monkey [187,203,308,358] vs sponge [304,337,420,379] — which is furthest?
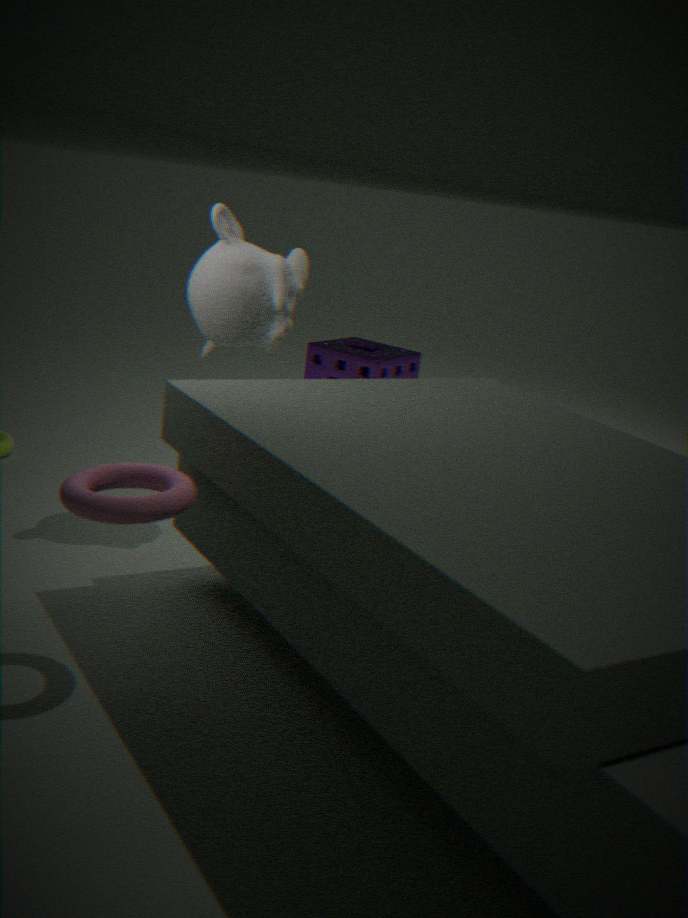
sponge [304,337,420,379]
